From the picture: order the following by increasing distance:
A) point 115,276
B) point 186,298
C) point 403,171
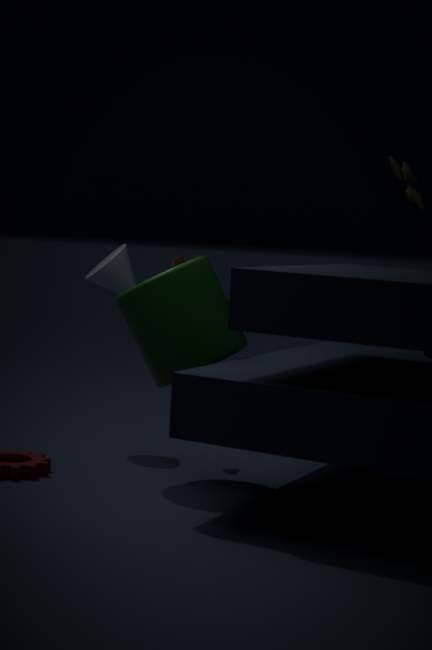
point 186,298
point 115,276
point 403,171
